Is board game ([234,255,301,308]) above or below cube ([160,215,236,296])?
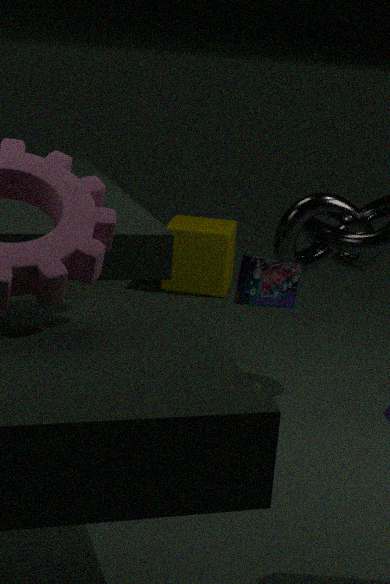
above
